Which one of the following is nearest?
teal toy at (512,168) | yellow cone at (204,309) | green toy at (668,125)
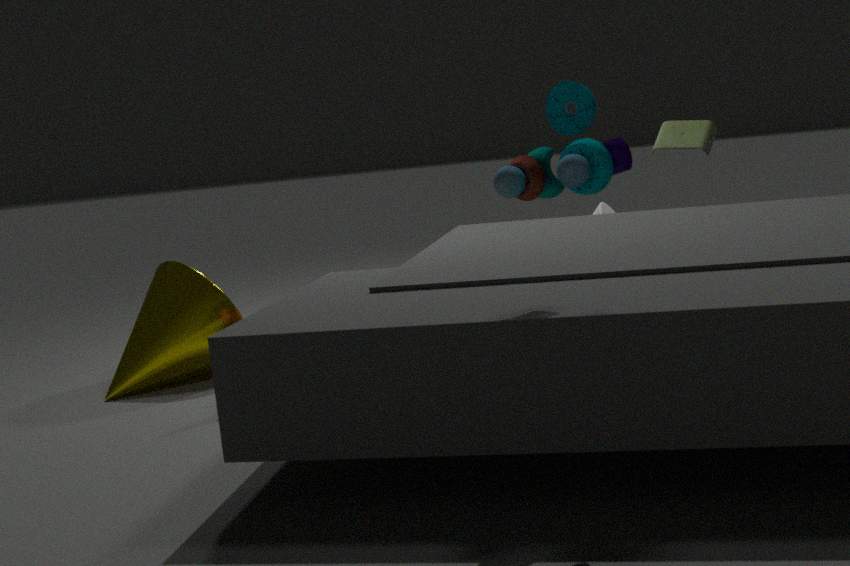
teal toy at (512,168)
